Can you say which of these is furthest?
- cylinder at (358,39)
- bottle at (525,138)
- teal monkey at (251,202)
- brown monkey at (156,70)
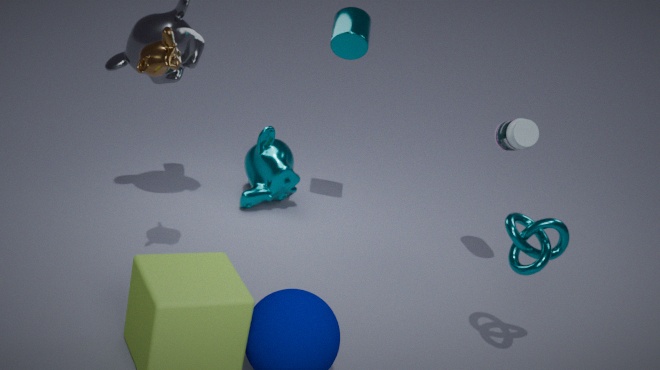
teal monkey at (251,202)
